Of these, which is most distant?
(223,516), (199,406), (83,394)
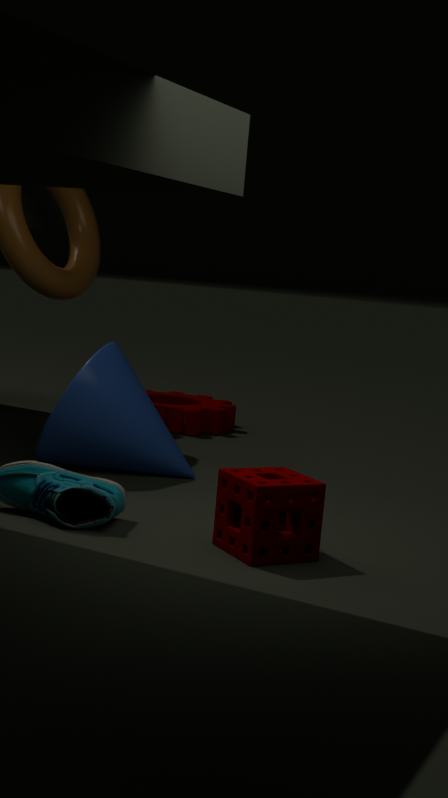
(199,406)
